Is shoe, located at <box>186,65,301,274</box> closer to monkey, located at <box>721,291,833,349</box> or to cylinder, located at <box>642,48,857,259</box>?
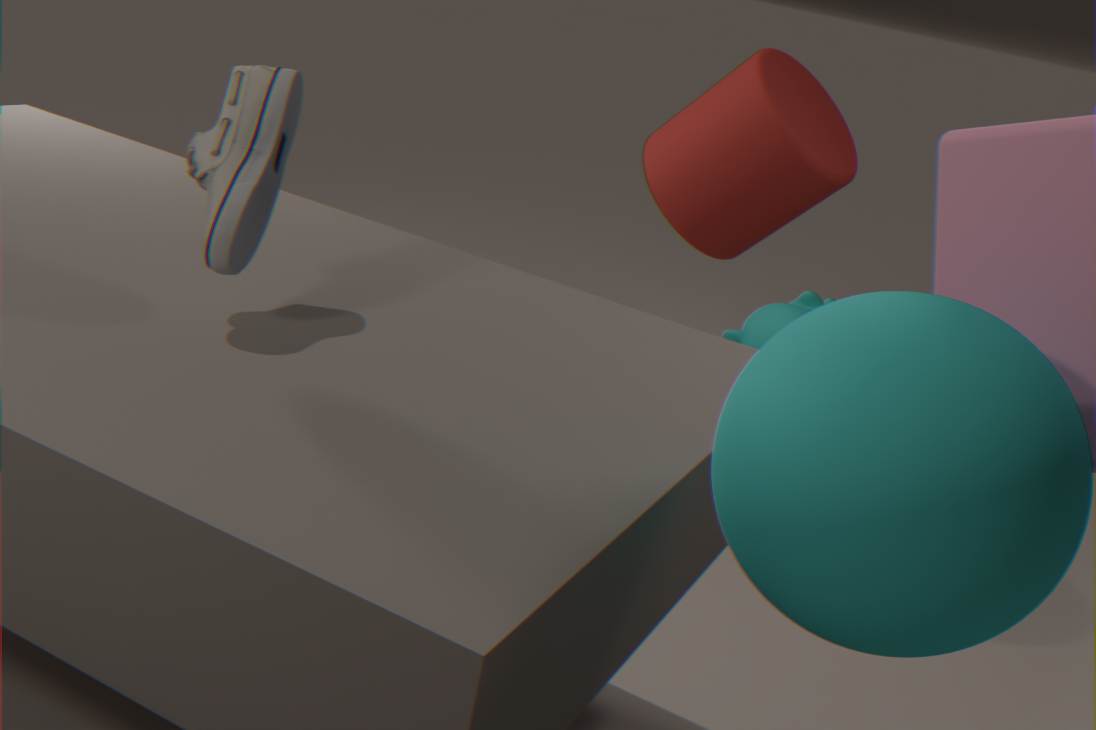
cylinder, located at <box>642,48,857,259</box>
